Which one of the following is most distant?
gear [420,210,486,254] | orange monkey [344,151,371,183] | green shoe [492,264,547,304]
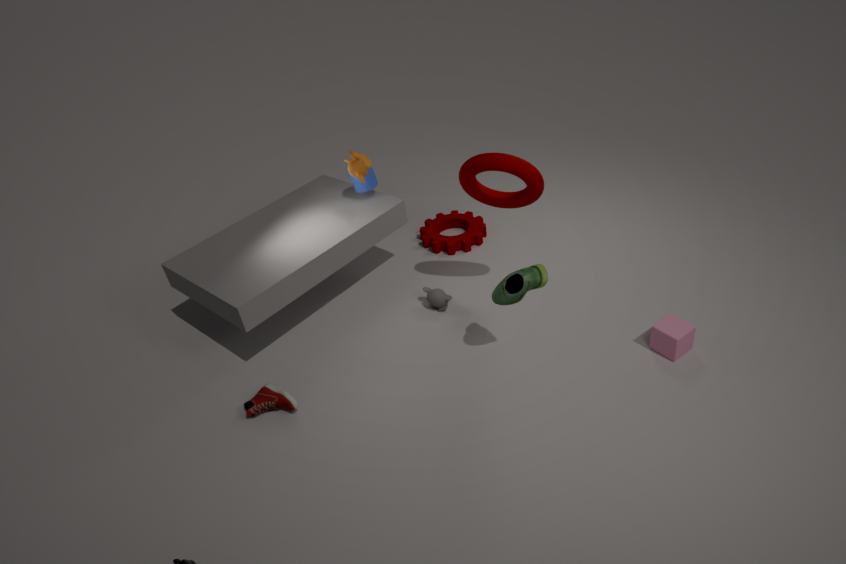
gear [420,210,486,254]
